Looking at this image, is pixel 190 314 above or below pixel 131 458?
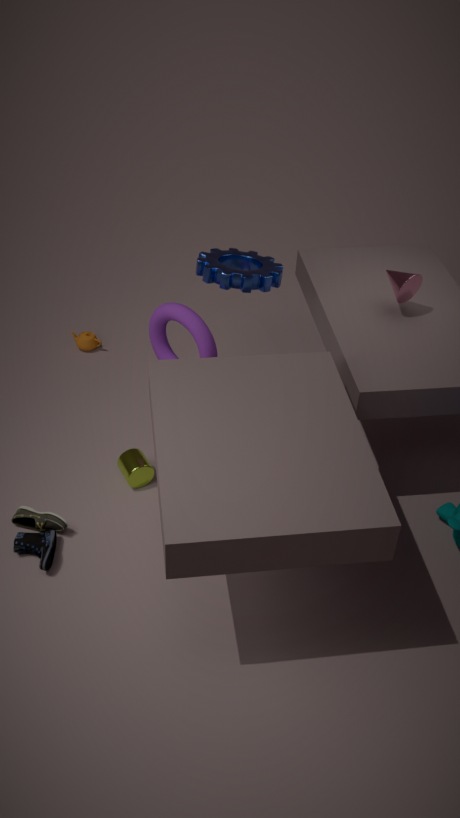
above
